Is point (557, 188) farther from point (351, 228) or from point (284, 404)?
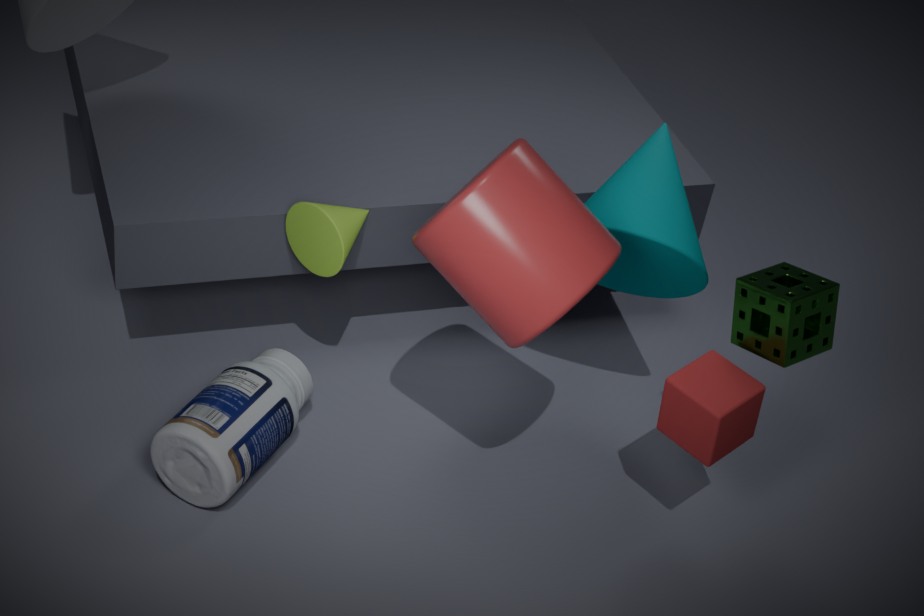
point (284, 404)
